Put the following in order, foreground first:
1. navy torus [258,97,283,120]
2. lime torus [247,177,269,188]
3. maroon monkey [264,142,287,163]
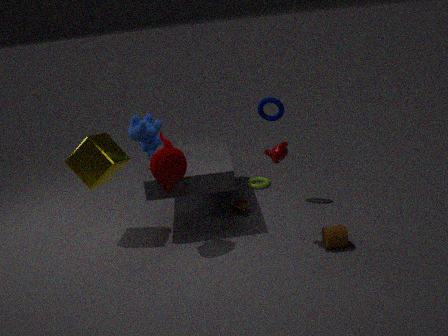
maroon monkey [264,142,287,163] < navy torus [258,97,283,120] < lime torus [247,177,269,188]
